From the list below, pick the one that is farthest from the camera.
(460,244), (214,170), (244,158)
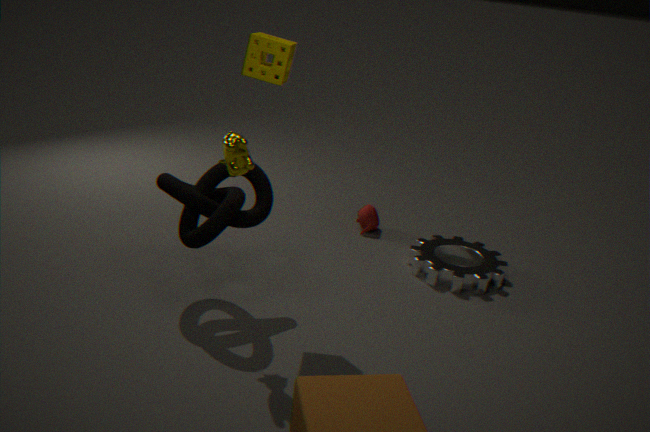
(460,244)
